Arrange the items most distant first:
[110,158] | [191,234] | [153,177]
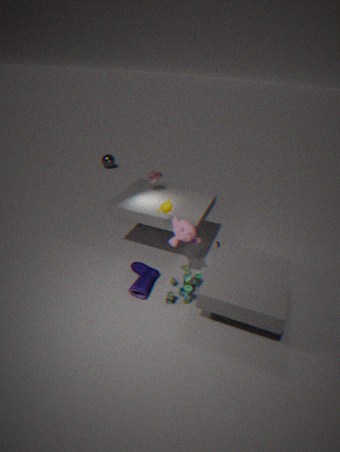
1. [110,158]
2. [153,177]
3. [191,234]
